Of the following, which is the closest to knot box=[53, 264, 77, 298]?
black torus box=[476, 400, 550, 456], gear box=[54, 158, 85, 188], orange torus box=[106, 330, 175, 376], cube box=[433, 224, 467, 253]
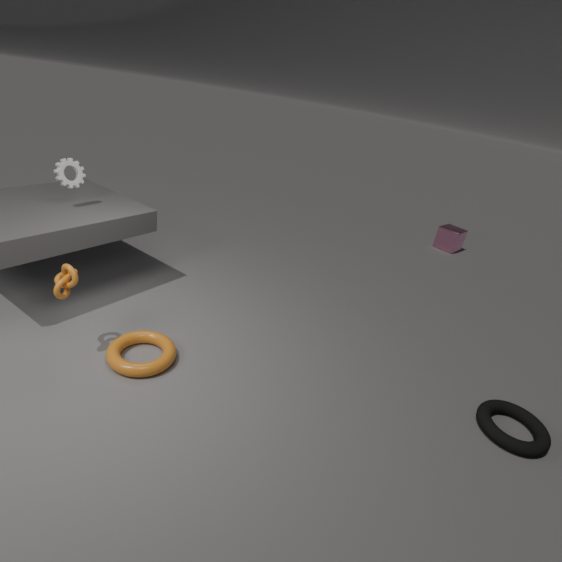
orange torus box=[106, 330, 175, 376]
